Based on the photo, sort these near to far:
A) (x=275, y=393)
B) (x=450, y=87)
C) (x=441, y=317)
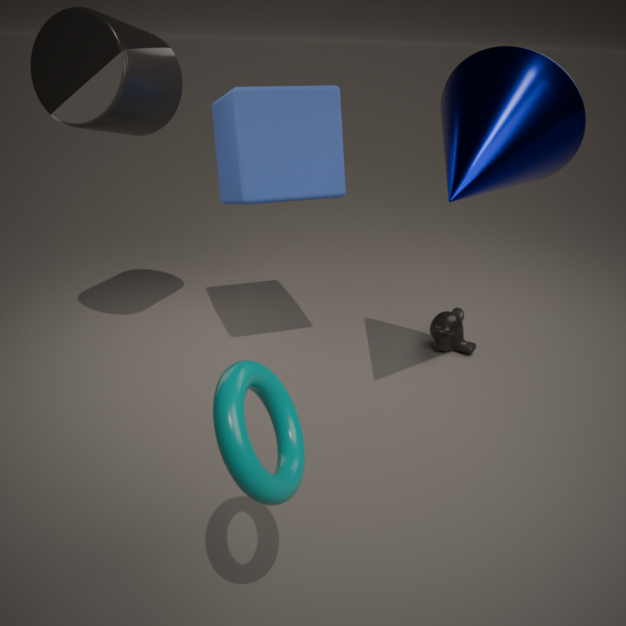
(x=275, y=393)
(x=450, y=87)
(x=441, y=317)
